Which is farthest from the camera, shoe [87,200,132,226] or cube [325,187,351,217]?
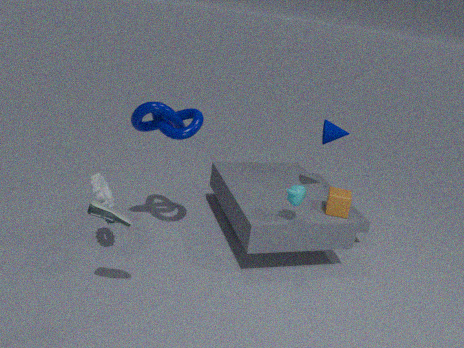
cube [325,187,351,217]
